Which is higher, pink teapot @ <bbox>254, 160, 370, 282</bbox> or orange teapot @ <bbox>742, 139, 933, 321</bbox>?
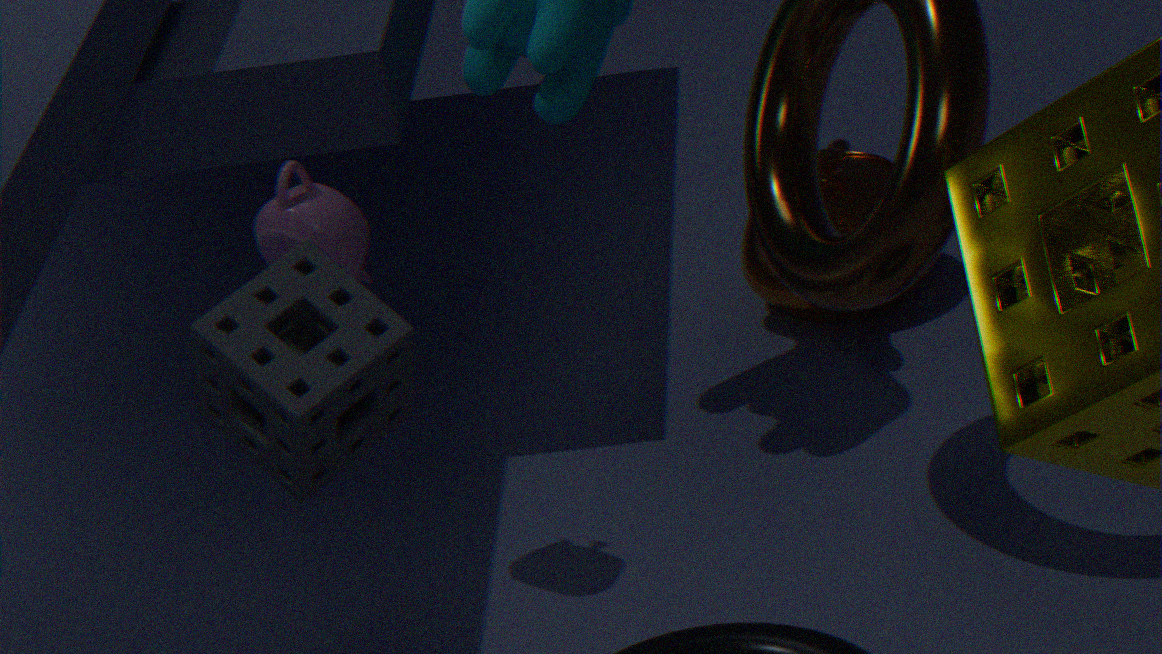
pink teapot @ <bbox>254, 160, 370, 282</bbox>
